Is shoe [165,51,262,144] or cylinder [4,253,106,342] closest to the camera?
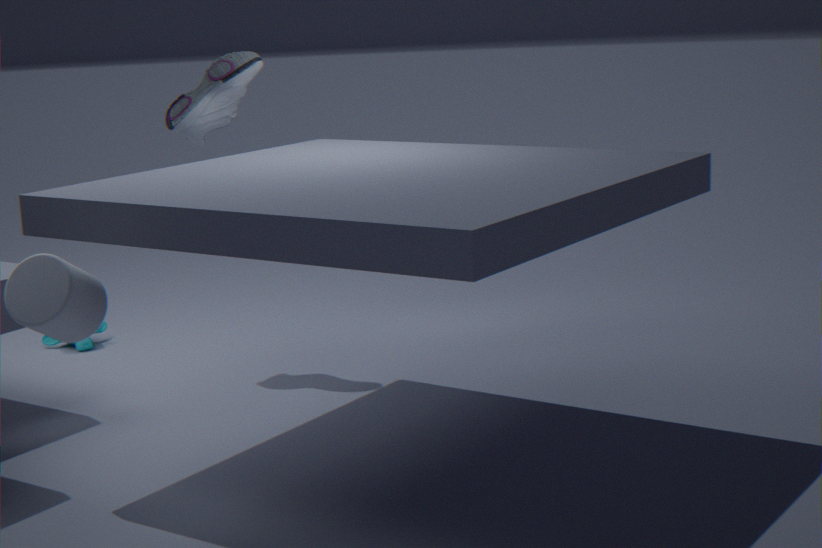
cylinder [4,253,106,342]
